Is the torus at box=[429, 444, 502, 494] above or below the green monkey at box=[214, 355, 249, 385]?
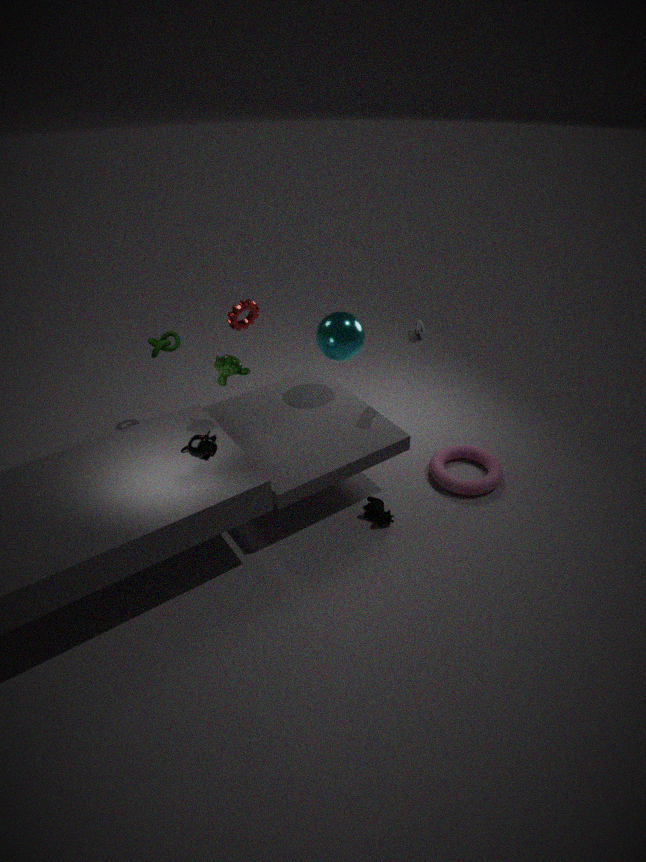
below
